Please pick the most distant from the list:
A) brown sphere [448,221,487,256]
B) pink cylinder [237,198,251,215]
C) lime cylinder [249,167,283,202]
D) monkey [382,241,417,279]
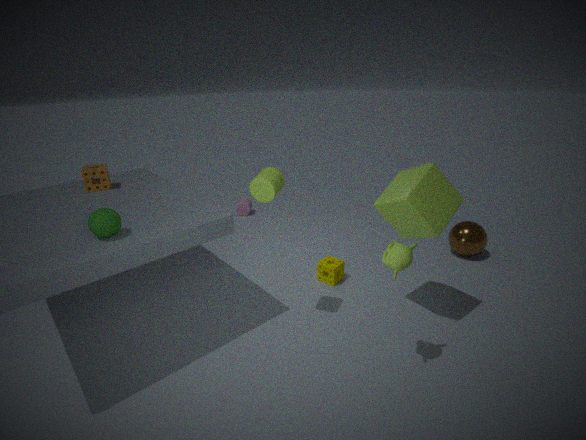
pink cylinder [237,198,251,215]
